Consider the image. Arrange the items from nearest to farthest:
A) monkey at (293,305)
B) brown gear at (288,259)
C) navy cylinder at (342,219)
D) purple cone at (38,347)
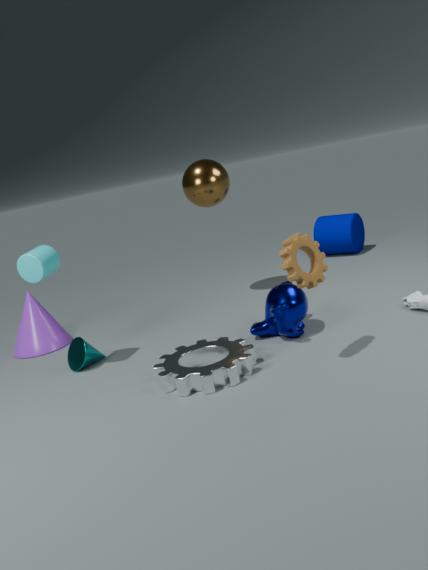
brown gear at (288,259) < monkey at (293,305) < purple cone at (38,347) < navy cylinder at (342,219)
